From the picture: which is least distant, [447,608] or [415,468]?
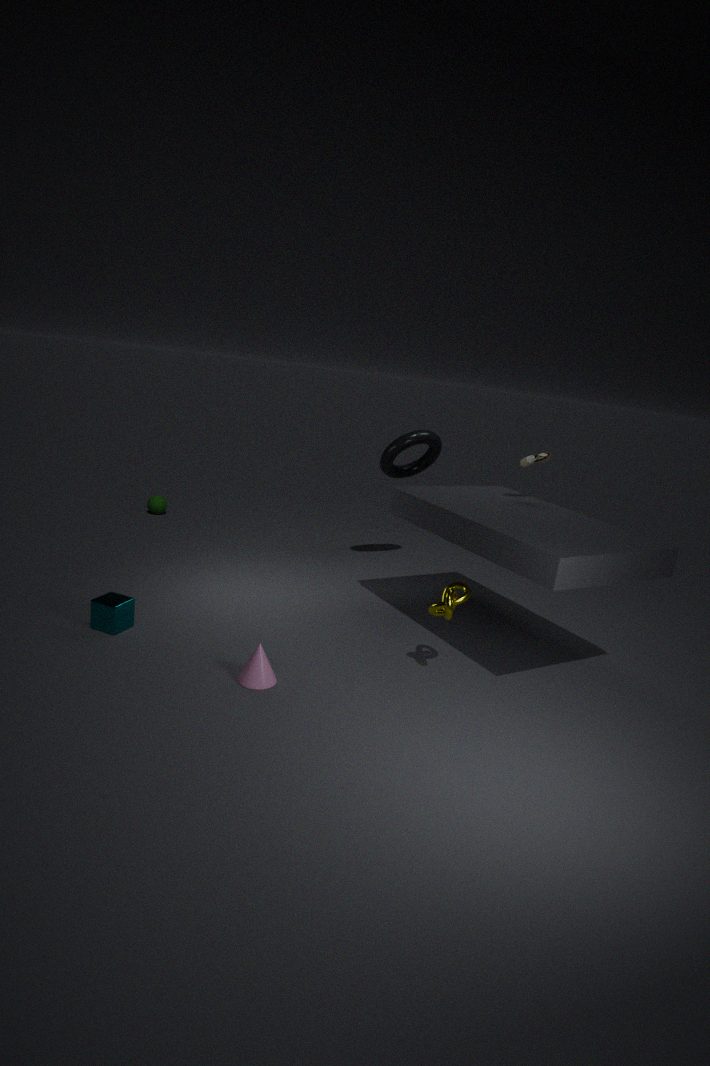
[447,608]
